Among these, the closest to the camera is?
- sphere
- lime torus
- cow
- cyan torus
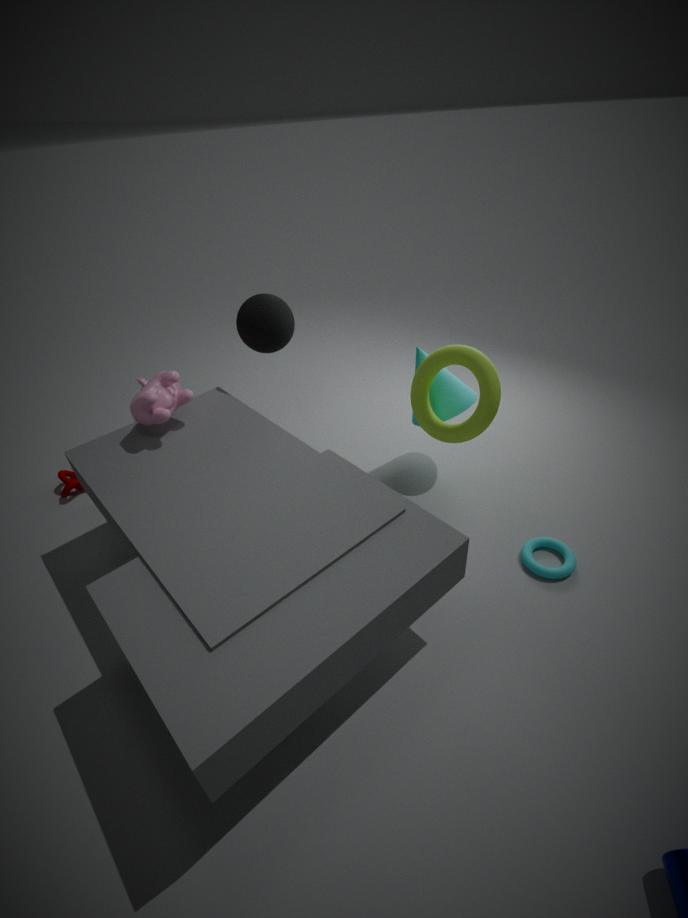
cyan torus
